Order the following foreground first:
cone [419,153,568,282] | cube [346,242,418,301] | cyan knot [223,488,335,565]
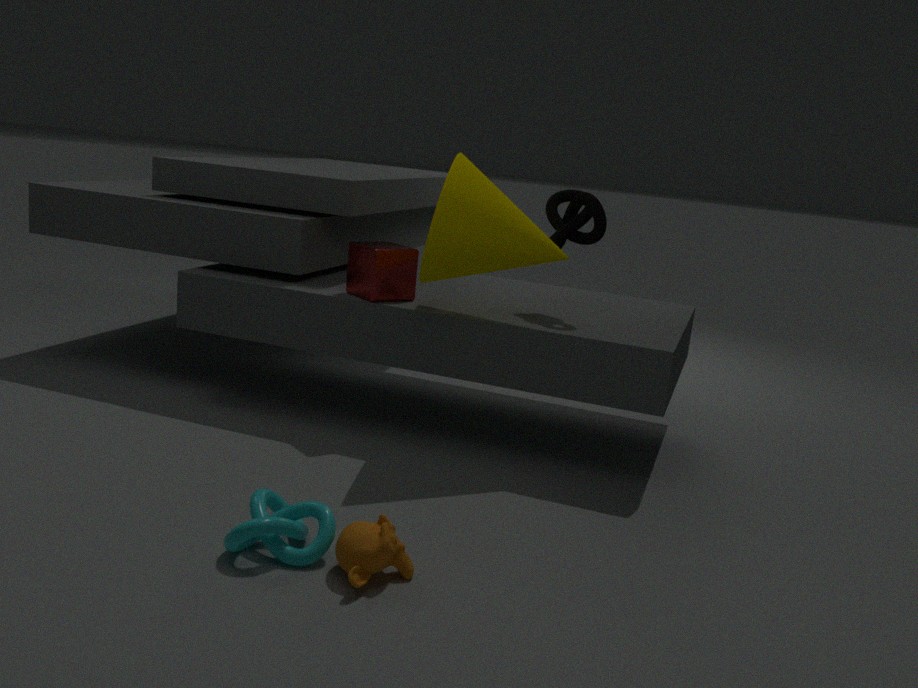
cyan knot [223,488,335,565], cone [419,153,568,282], cube [346,242,418,301]
